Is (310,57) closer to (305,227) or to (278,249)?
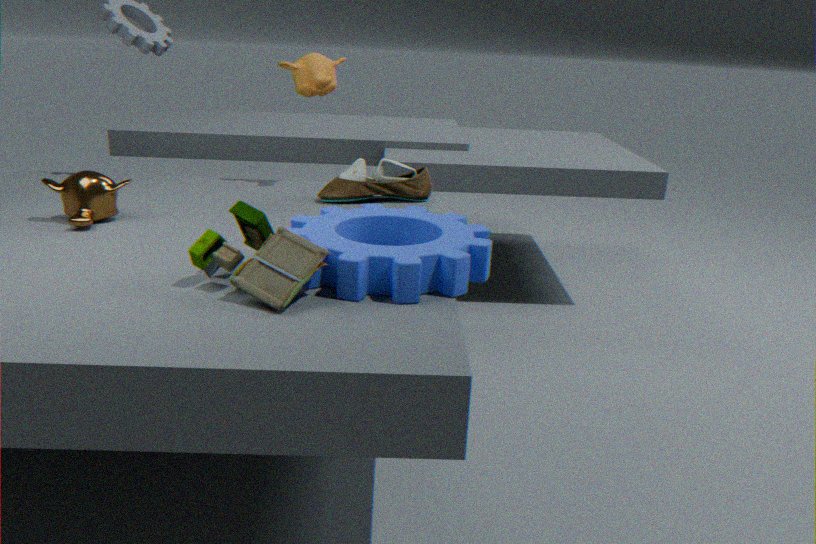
(305,227)
